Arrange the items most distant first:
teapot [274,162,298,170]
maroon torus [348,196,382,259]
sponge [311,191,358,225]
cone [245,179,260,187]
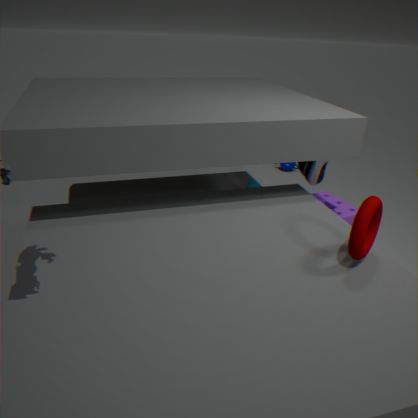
teapot [274,162,298,170], cone [245,179,260,187], sponge [311,191,358,225], maroon torus [348,196,382,259]
